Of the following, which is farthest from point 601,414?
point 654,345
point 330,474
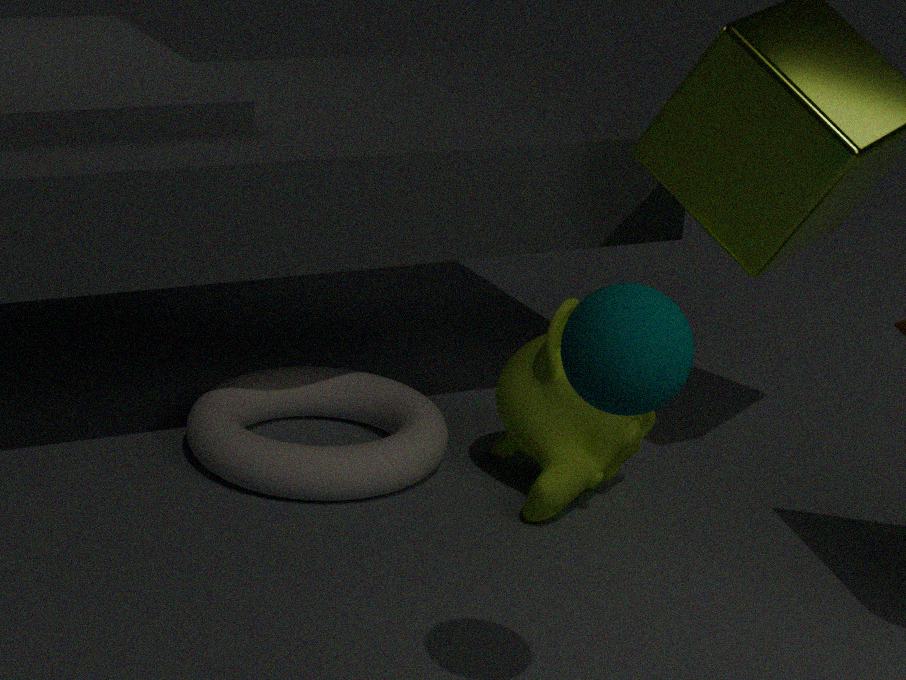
point 654,345
